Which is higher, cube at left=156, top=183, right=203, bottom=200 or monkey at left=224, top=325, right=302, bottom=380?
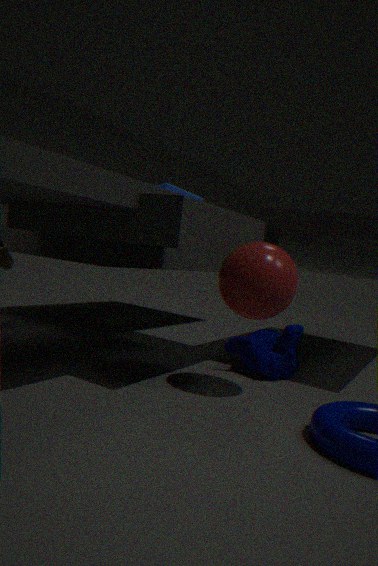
cube at left=156, top=183, right=203, bottom=200
